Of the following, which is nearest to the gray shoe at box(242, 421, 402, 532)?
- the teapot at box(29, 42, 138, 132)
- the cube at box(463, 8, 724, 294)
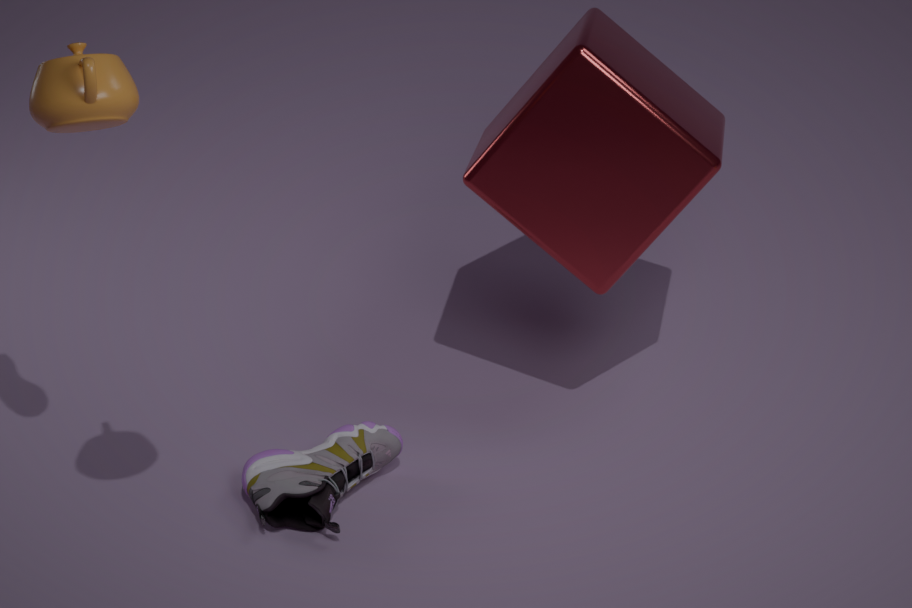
the cube at box(463, 8, 724, 294)
